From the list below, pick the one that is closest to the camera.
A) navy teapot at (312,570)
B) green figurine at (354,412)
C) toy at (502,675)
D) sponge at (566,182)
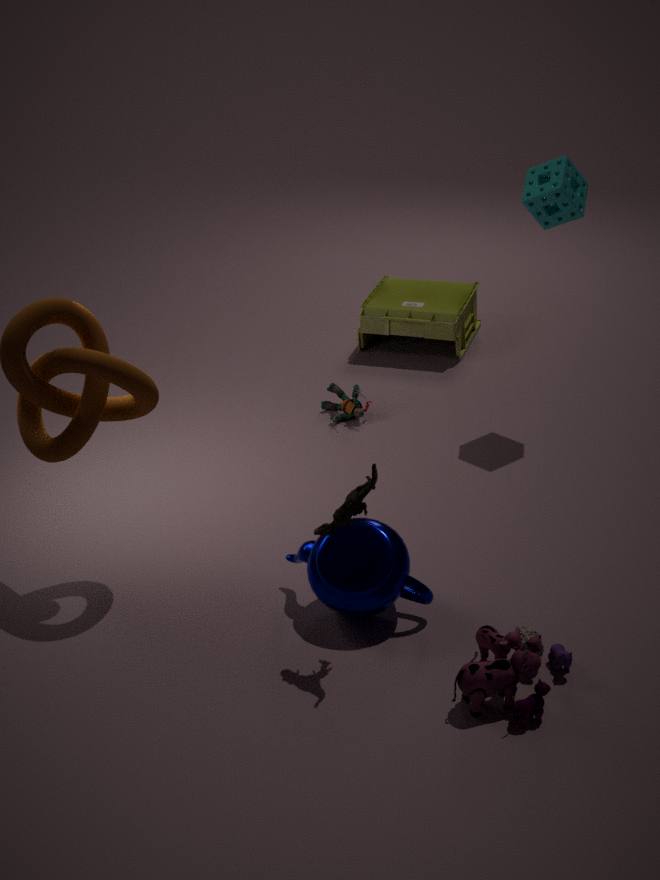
toy at (502,675)
